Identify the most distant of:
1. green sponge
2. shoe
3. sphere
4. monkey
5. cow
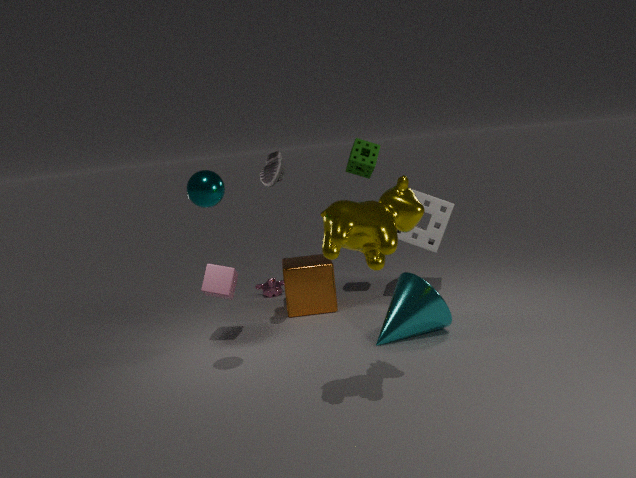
monkey
